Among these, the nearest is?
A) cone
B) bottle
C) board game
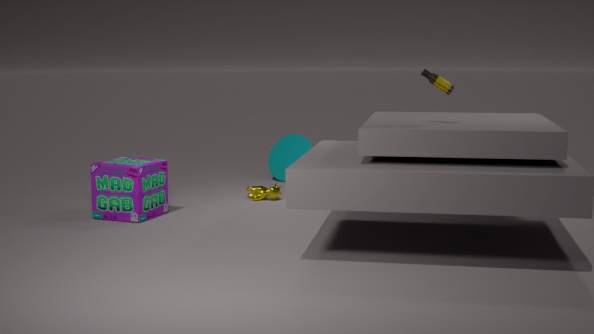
bottle
